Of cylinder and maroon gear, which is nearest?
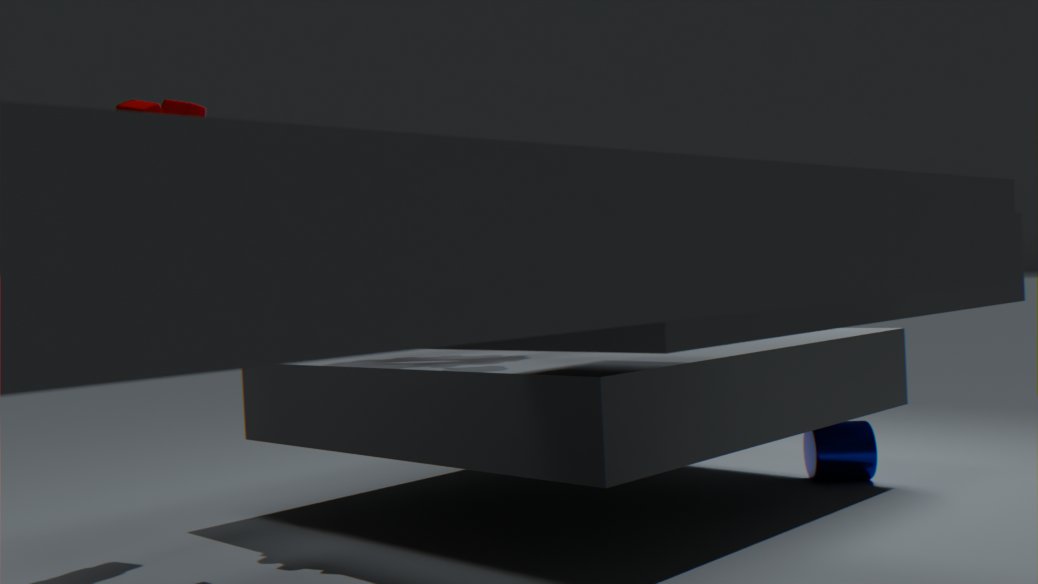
maroon gear
